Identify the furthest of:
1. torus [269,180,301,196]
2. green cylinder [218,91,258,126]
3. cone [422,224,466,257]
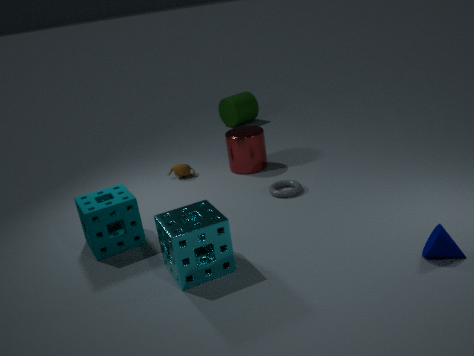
green cylinder [218,91,258,126]
